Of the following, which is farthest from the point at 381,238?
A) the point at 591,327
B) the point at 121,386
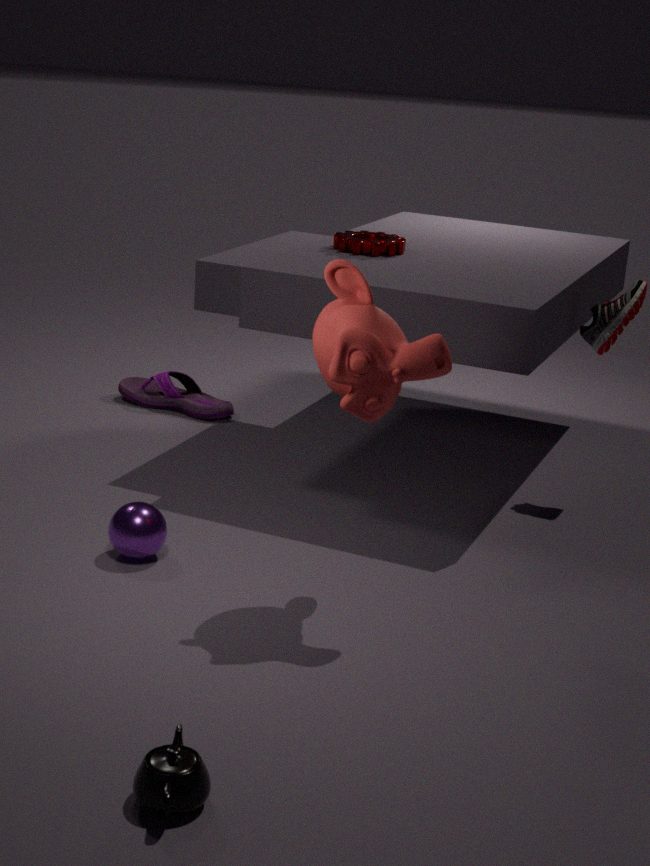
the point at 121,386
